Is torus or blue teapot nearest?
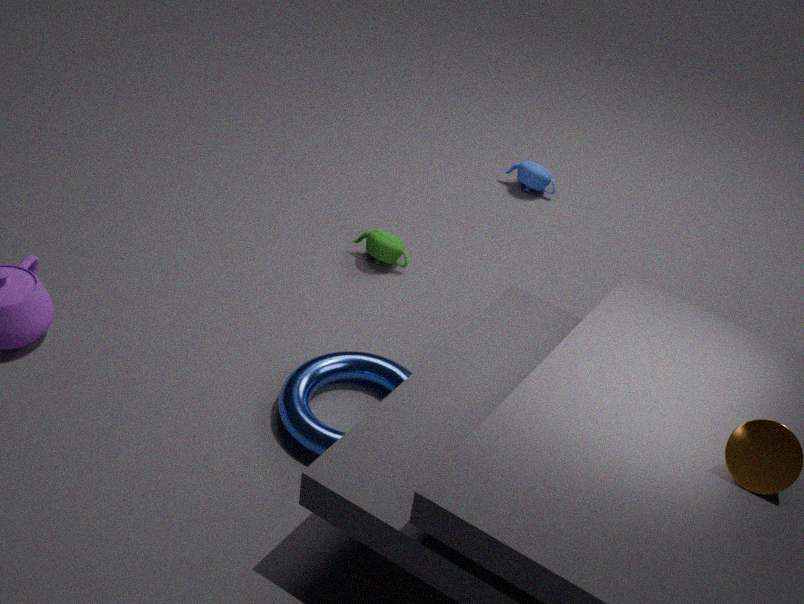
torus
